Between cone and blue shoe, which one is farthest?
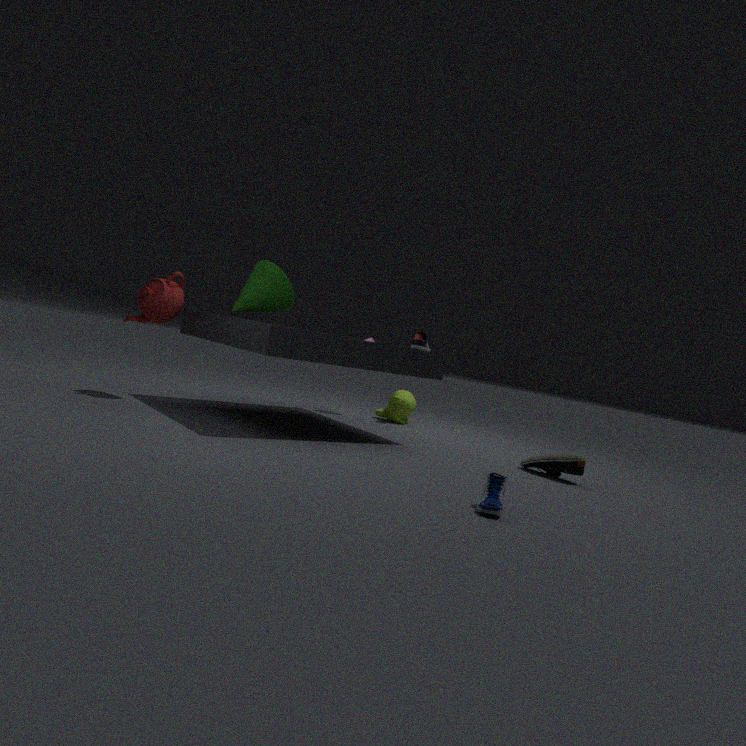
cone
